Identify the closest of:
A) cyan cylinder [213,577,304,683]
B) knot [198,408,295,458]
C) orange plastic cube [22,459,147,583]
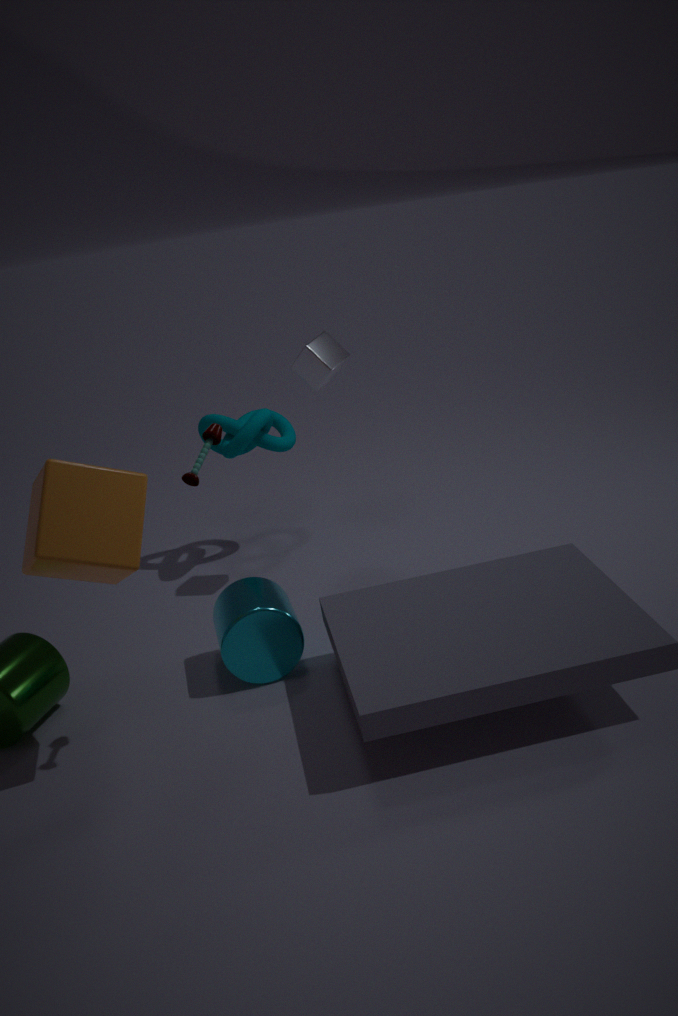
orange plastic cube [22,459,147,583]
